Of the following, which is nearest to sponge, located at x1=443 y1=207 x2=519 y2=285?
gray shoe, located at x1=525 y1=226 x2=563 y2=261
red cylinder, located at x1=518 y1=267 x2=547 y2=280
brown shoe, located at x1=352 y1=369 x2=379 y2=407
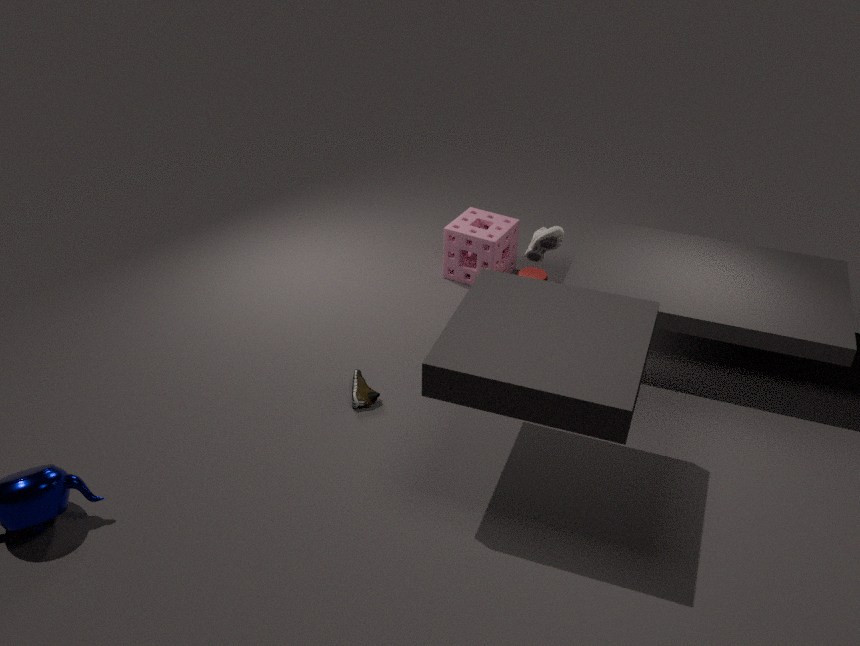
red cylinder, located at x1=518 y1=267 x2=547 y2=280
